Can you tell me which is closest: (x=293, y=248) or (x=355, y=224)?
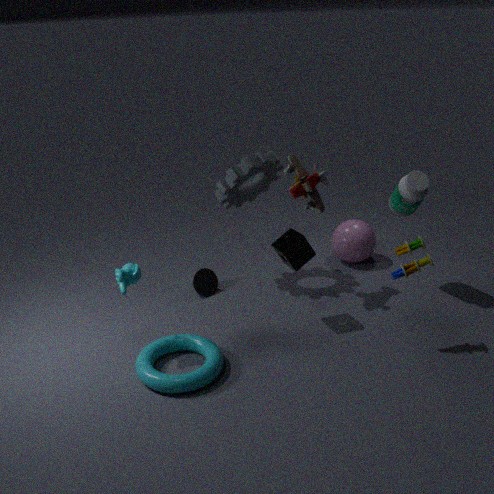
(x=293, y=248)
